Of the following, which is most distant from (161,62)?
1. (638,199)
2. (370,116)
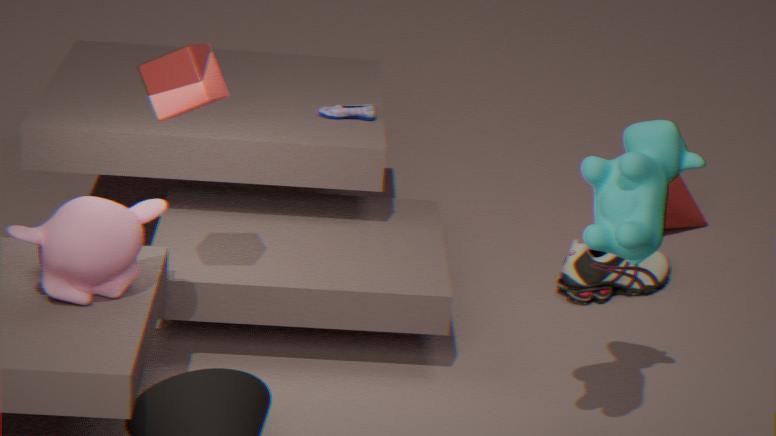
(638,199)
